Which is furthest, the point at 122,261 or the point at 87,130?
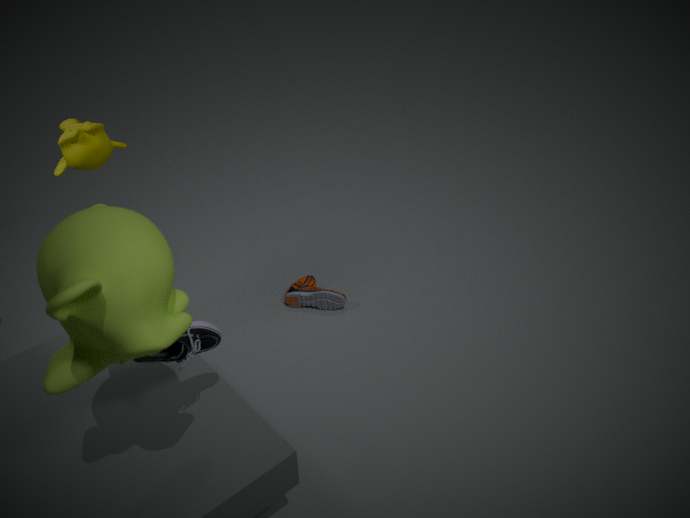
the point at 87,130
